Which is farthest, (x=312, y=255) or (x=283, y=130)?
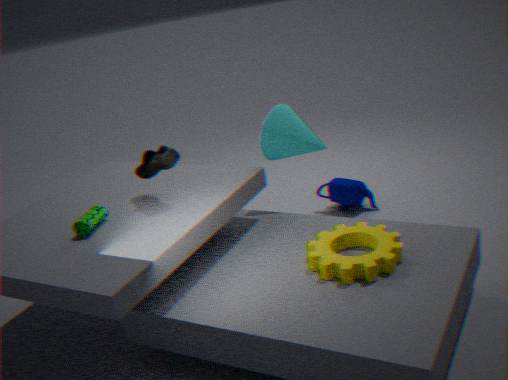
(x=283, y=130)
